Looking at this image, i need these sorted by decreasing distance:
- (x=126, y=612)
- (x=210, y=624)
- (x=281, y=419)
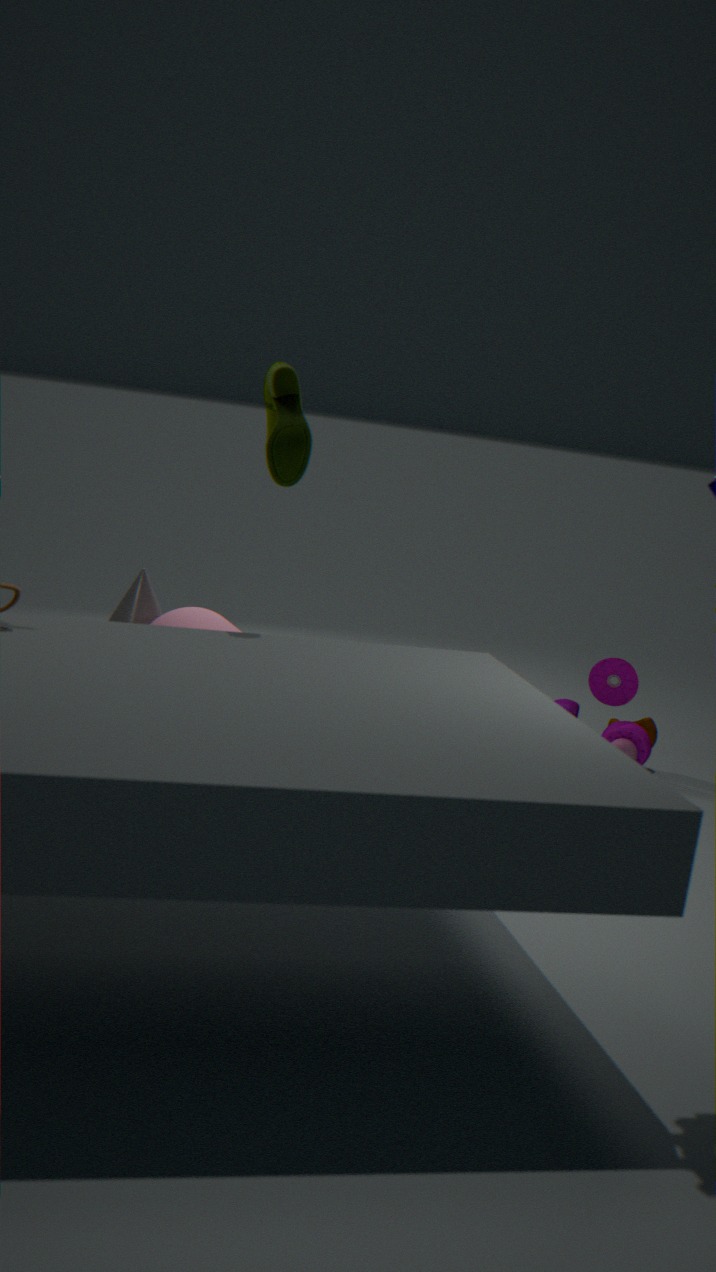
(x=126, y=612) → (x=210, y=624) → (x=281, y=419)
